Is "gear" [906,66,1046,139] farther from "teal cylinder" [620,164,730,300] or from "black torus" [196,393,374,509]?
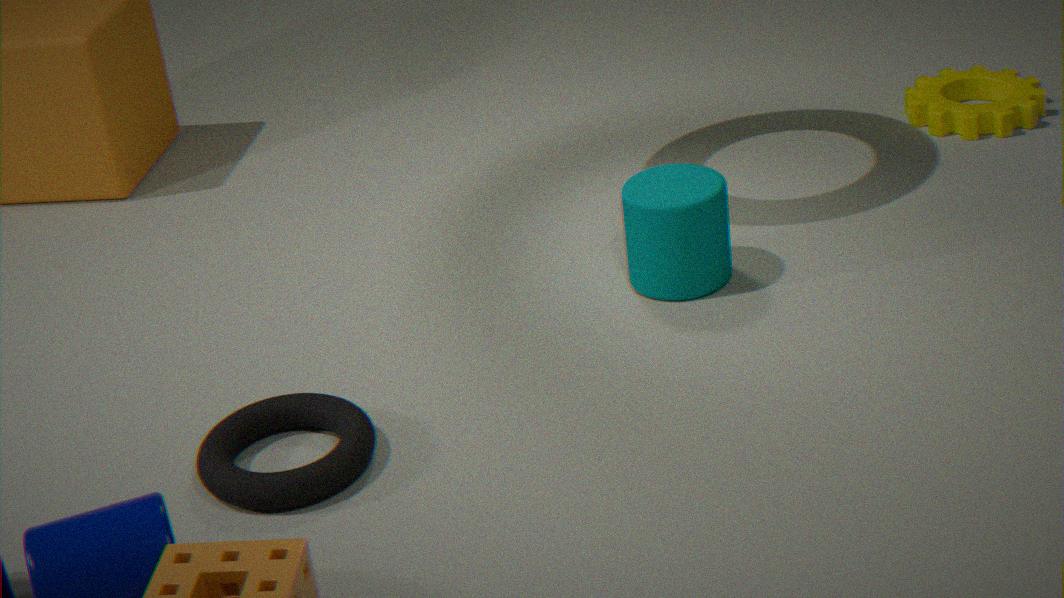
"black torus" [196,393,374,509]
